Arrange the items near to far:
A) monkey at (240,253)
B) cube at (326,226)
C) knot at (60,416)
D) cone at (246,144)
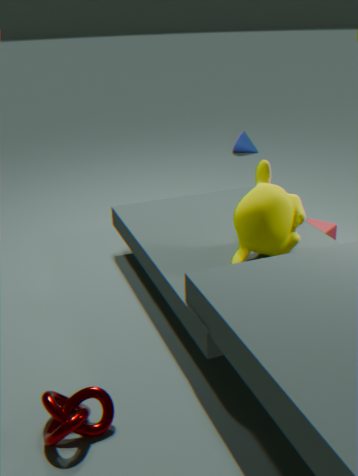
knot at (60,416) < monkey at (240,253) < cube at (326,226) < cone at (246,144)
